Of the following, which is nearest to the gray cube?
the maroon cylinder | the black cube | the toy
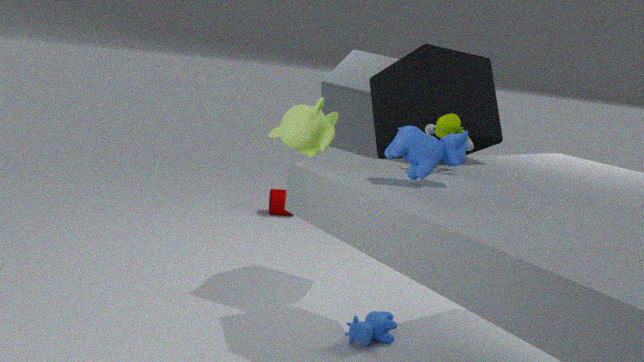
the black cube
